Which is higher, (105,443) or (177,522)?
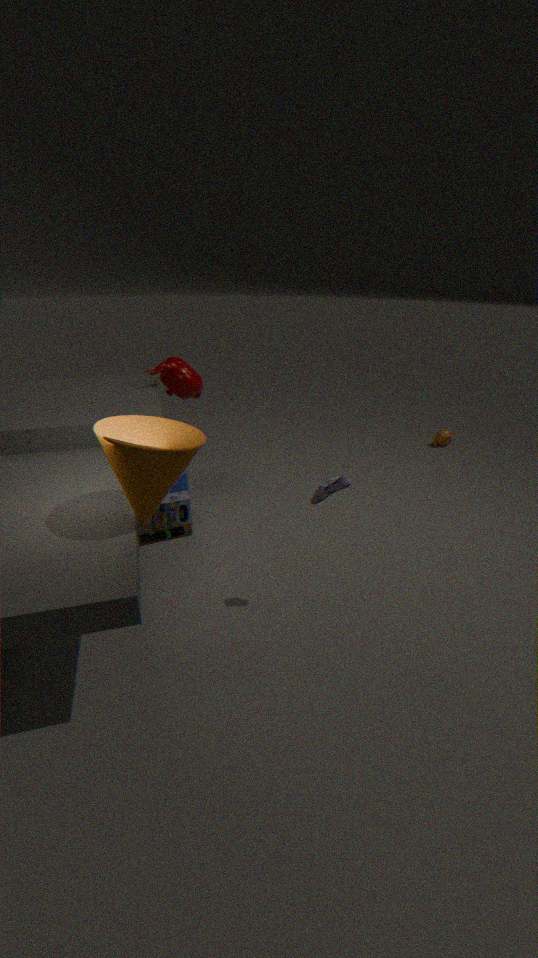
(105,443)
